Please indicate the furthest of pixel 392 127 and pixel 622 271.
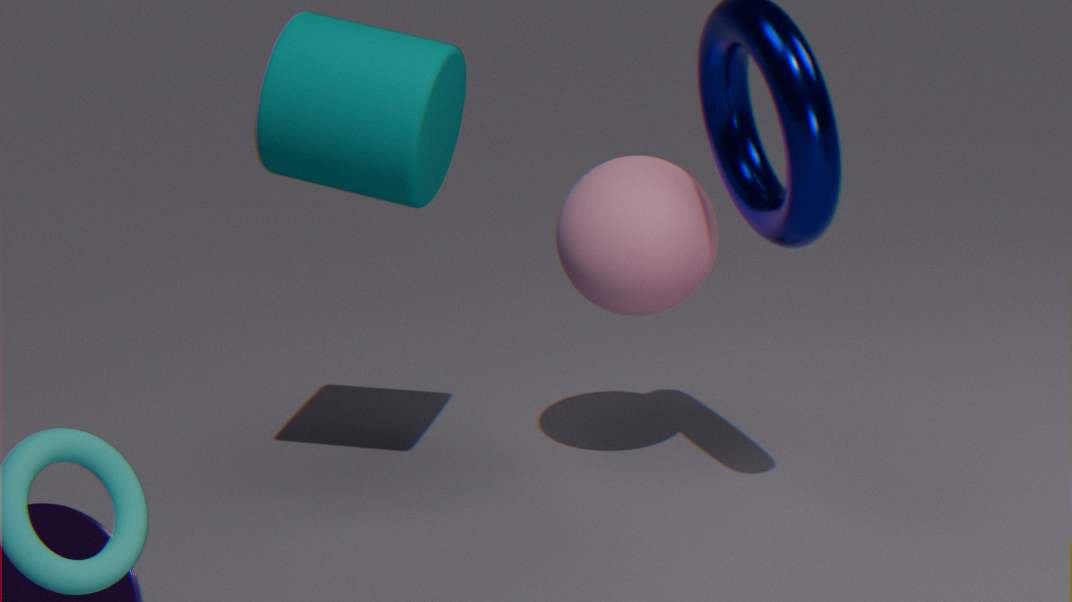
pixel 622 271
